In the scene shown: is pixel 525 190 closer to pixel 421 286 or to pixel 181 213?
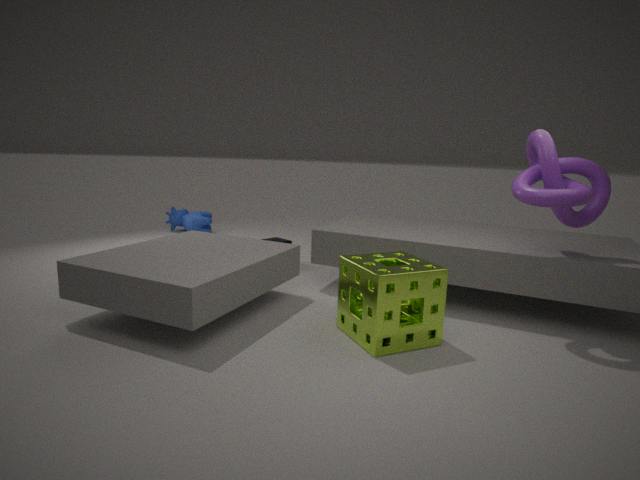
pixel 421 286
